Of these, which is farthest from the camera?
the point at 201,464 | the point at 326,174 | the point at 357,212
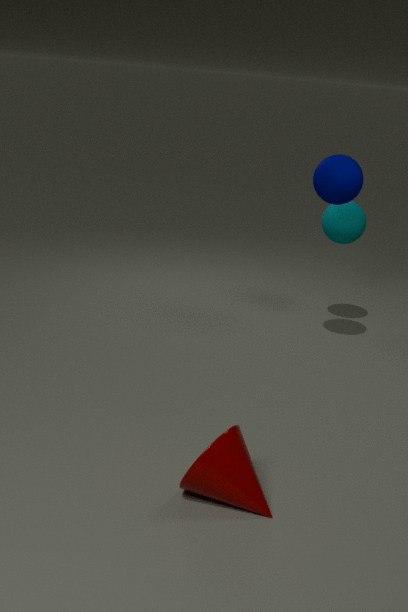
the point at 357,212
